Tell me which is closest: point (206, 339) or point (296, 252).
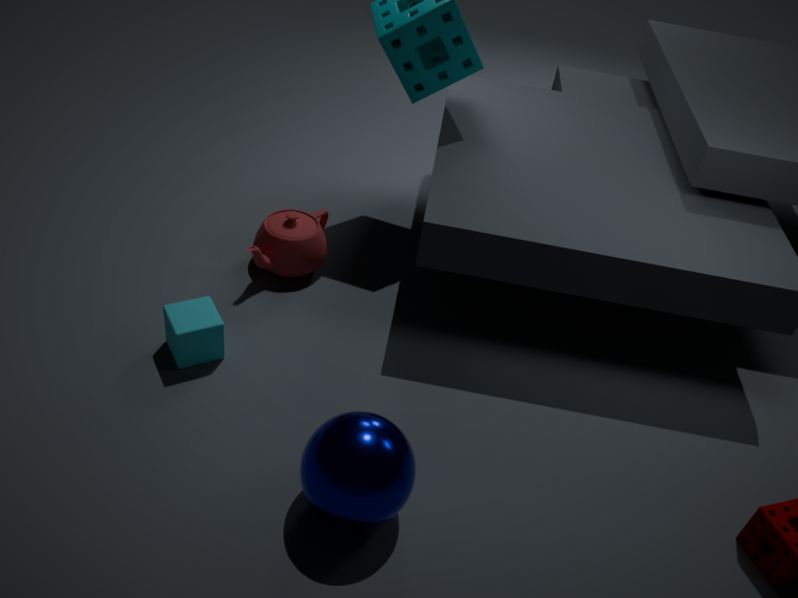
point (206, 339)
